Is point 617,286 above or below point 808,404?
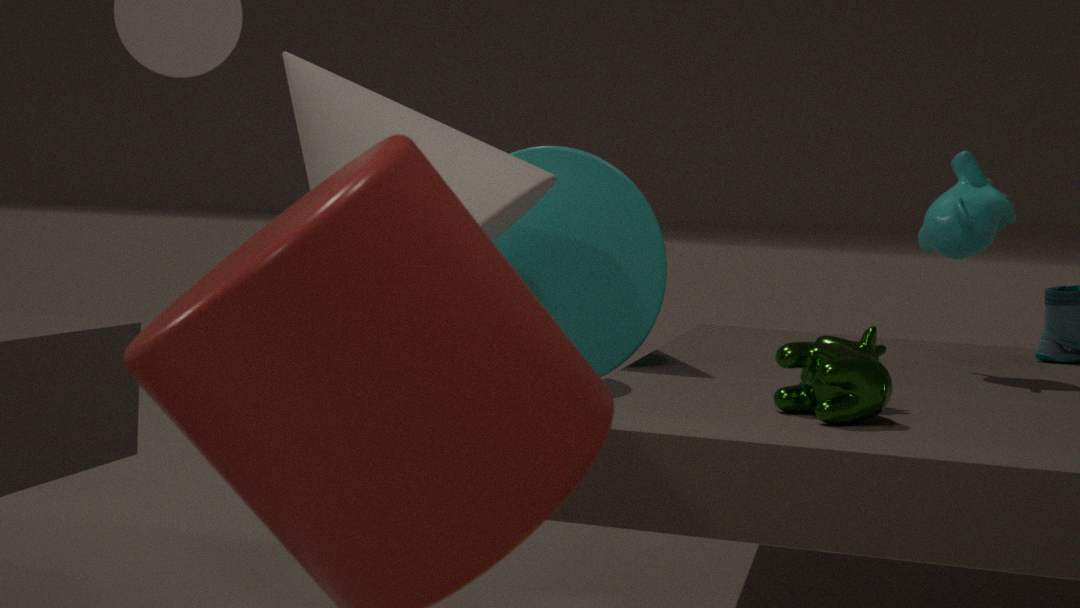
above
